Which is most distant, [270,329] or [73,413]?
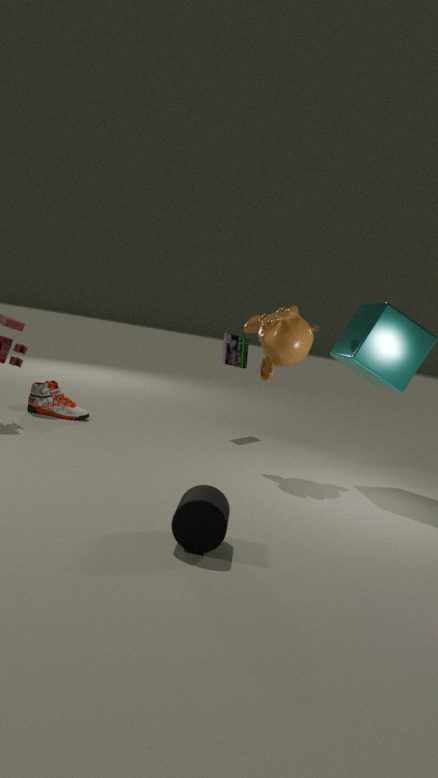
[73,413]
